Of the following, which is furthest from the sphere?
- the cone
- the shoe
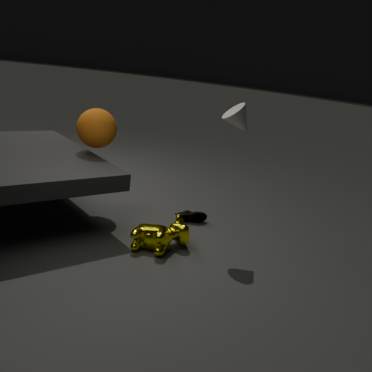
the cone
